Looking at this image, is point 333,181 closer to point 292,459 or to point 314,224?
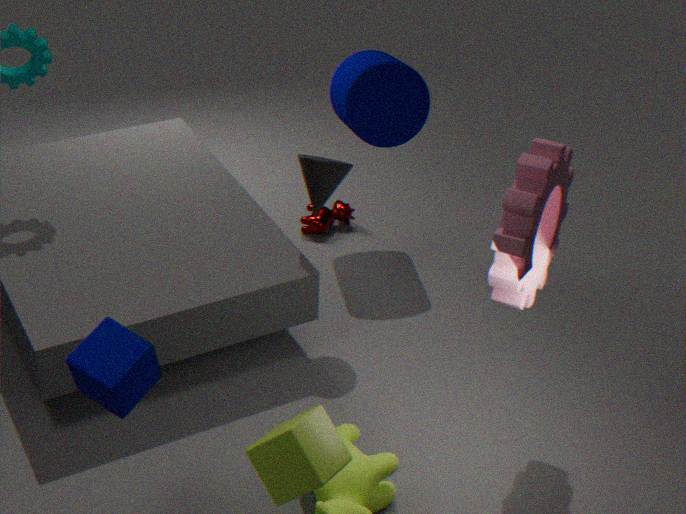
point 314,224
